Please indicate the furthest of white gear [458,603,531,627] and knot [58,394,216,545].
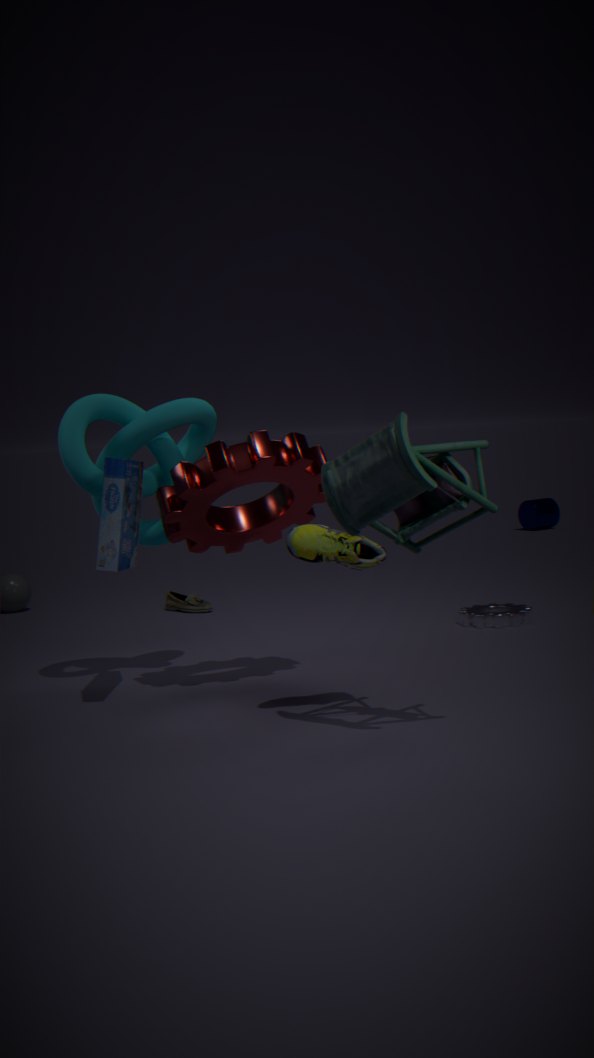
white gear [458,603,531,627]
